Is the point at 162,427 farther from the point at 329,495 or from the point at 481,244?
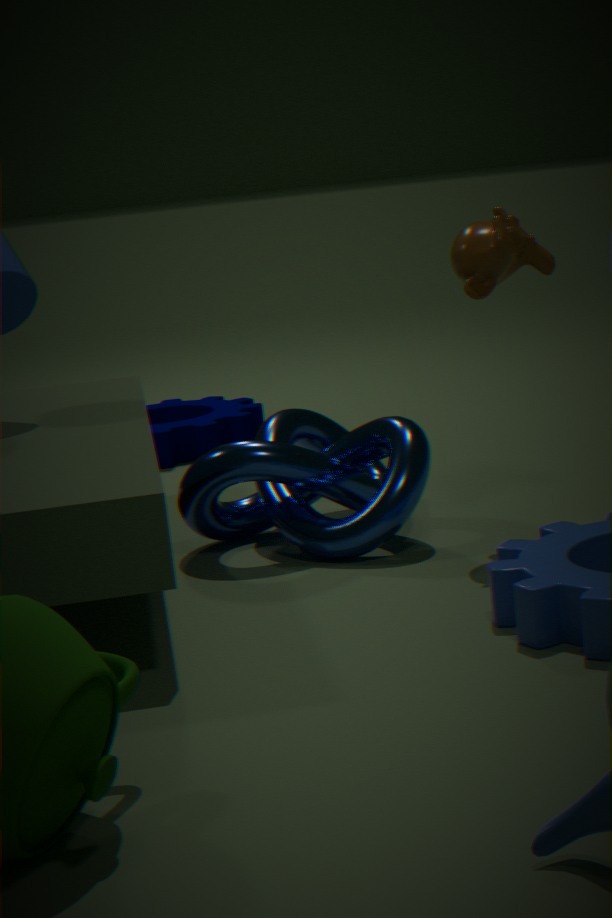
the point at 481,244
